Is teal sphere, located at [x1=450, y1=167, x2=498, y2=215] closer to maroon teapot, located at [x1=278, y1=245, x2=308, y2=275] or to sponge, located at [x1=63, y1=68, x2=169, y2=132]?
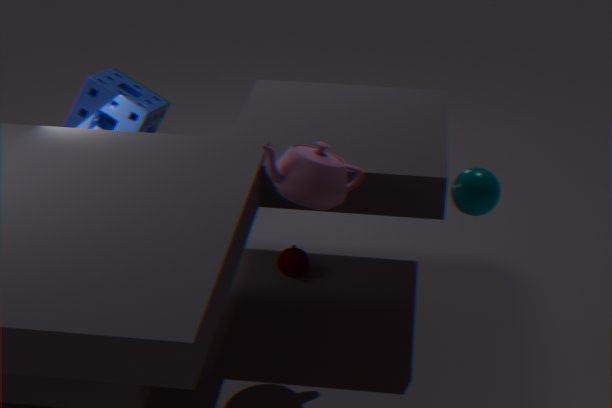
maroon teapot, located at [x1=278, y1=245, x2=308, y2=275]
